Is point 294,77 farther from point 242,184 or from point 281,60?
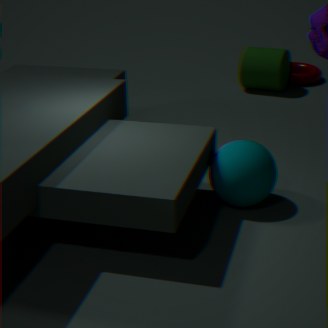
point 242,184
